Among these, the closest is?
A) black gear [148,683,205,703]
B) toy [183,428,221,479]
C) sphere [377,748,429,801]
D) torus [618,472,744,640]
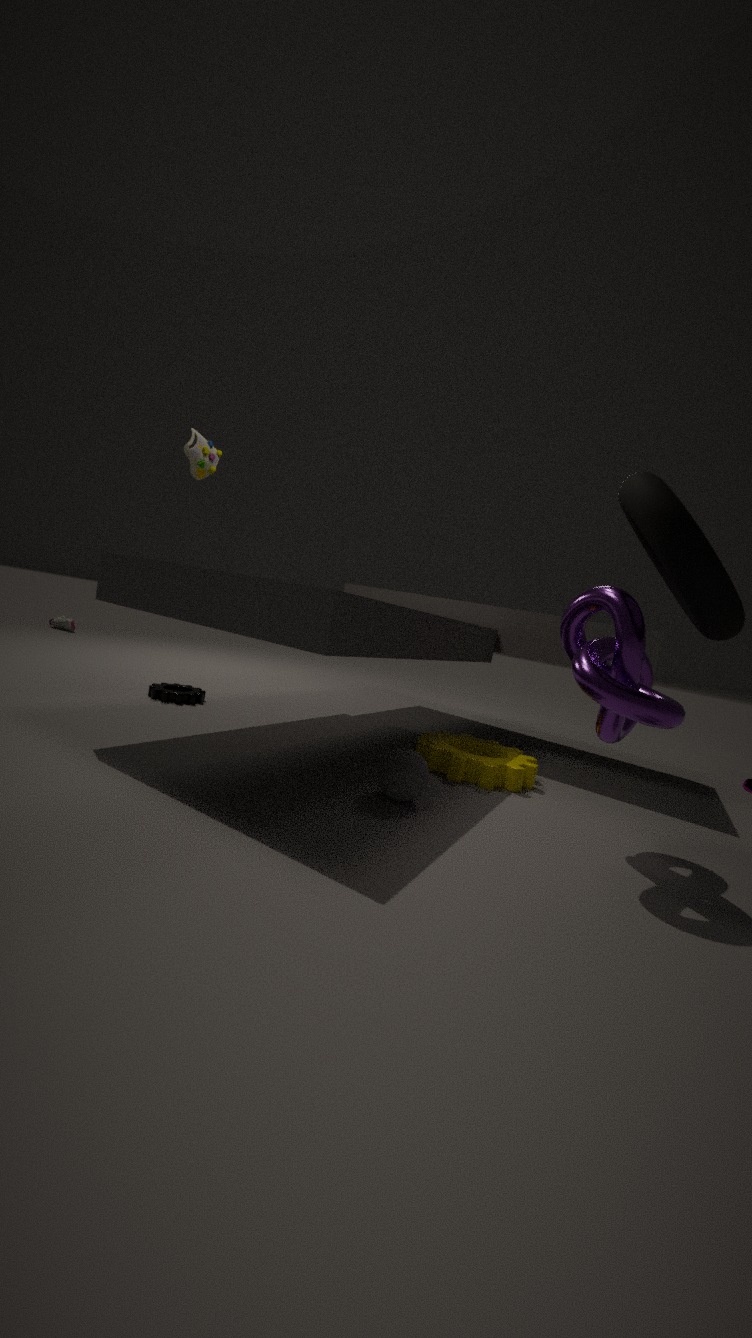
torus [618,472,744,640]
